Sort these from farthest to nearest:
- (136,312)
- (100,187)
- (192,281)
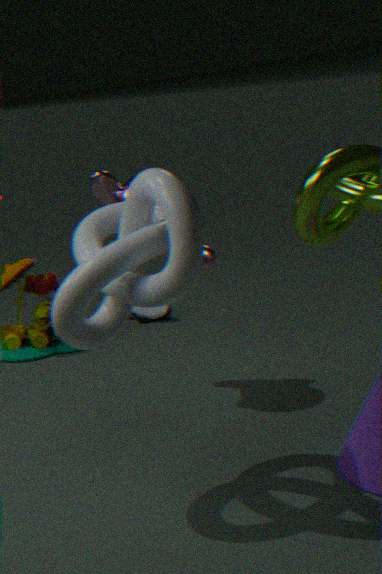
1. (136,312)
2. (100,187)
3. (192,281)
